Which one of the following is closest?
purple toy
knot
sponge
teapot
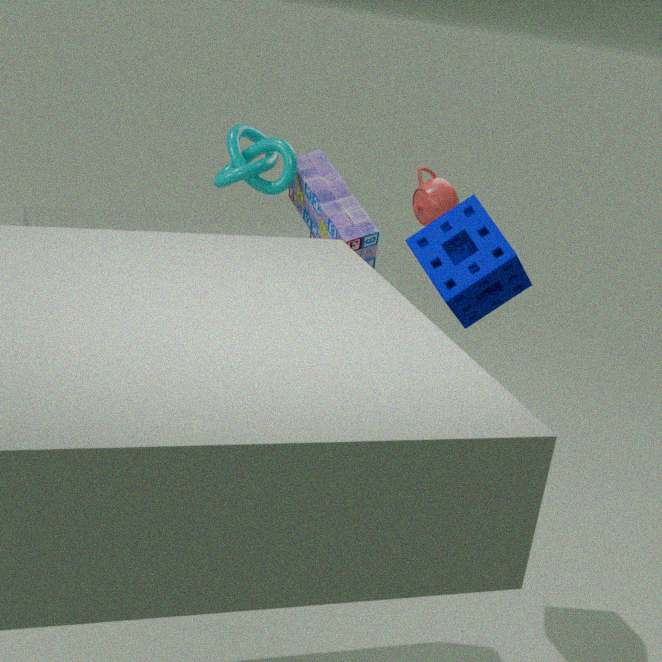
sponge
